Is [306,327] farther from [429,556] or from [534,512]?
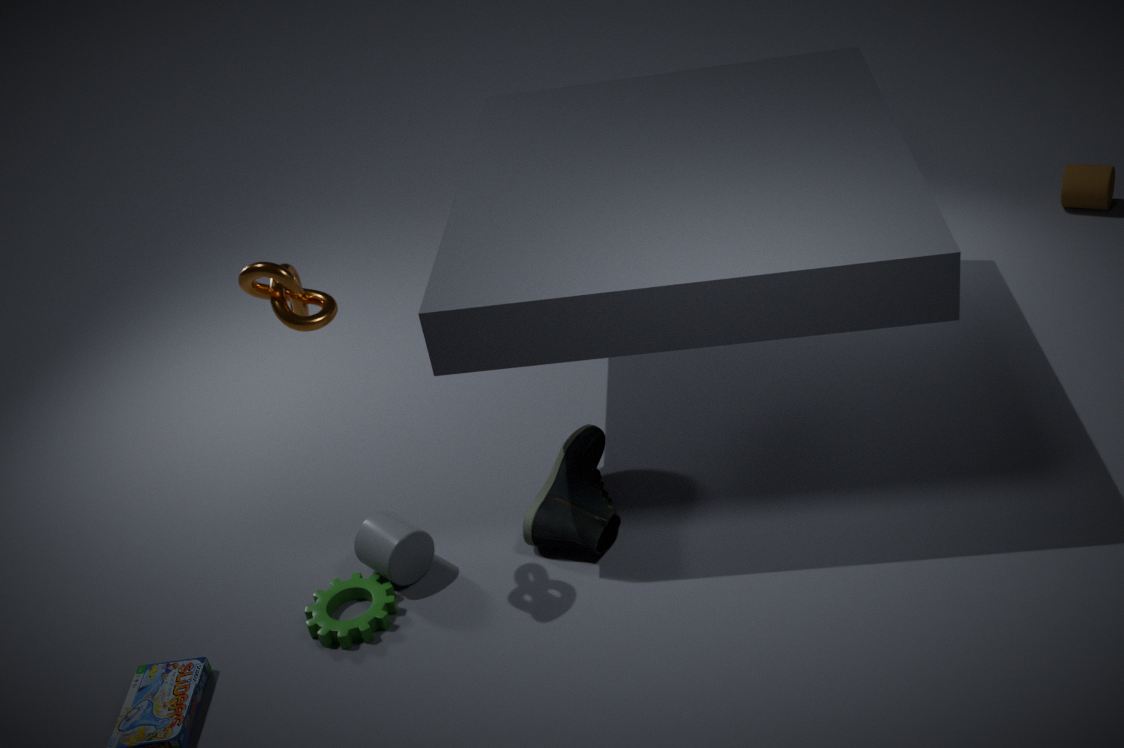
[534,512]
